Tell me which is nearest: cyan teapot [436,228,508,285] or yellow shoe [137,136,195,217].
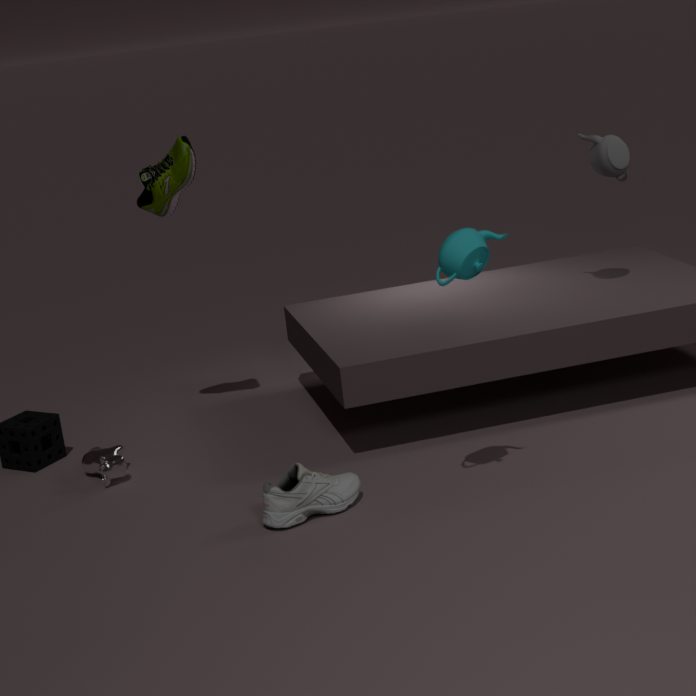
cyan teapot [436,228,508,285]
